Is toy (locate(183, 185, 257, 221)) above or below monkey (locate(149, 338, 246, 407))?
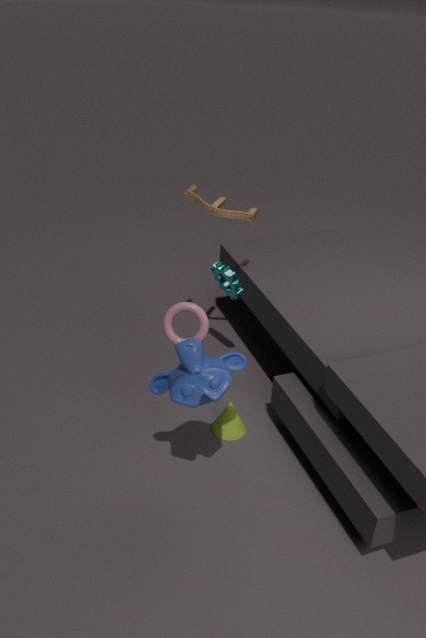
above
